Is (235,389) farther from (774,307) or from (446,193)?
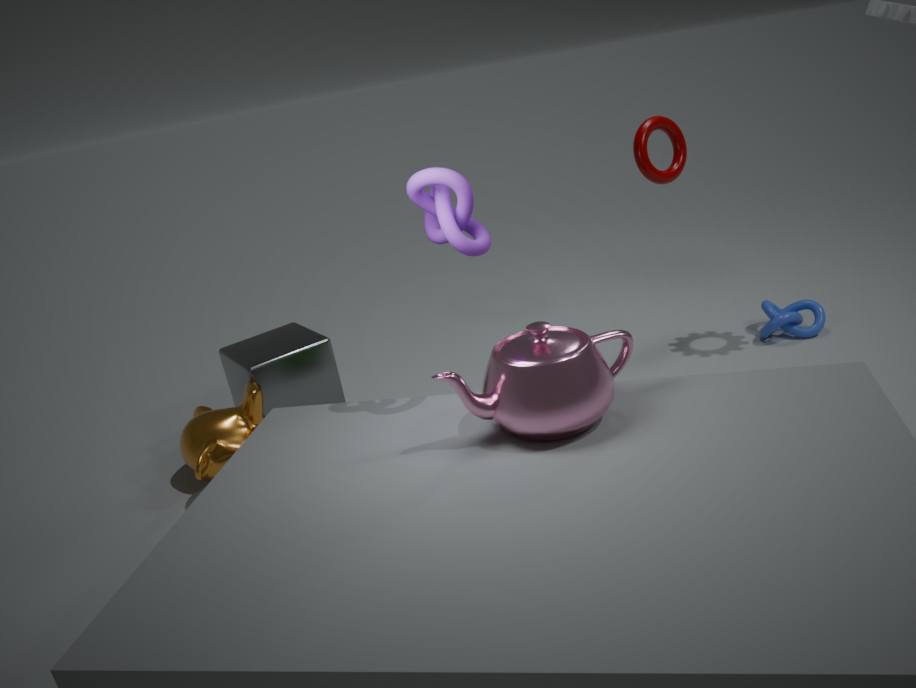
(774,307)
